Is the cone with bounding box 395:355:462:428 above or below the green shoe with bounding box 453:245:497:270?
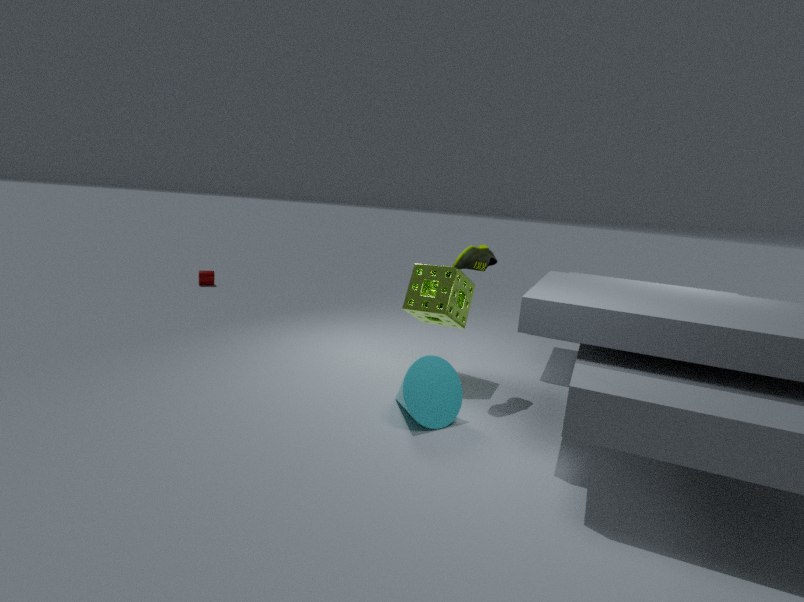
below
